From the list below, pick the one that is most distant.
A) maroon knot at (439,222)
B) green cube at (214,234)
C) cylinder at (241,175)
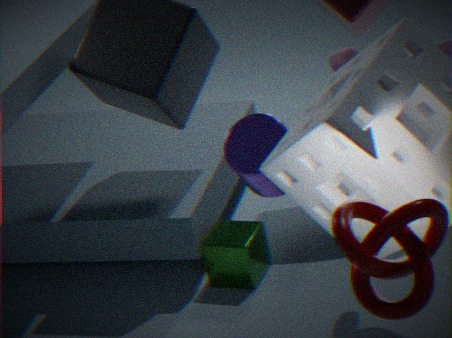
B. green cube at (214,234)
